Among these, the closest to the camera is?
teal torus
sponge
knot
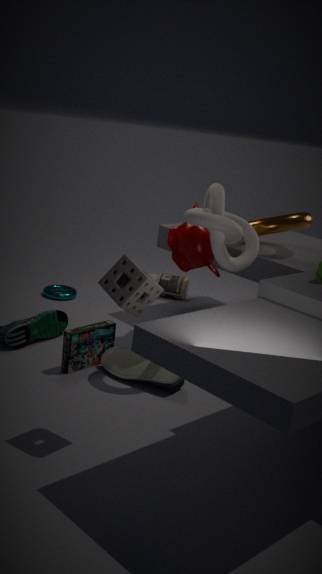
sponge
